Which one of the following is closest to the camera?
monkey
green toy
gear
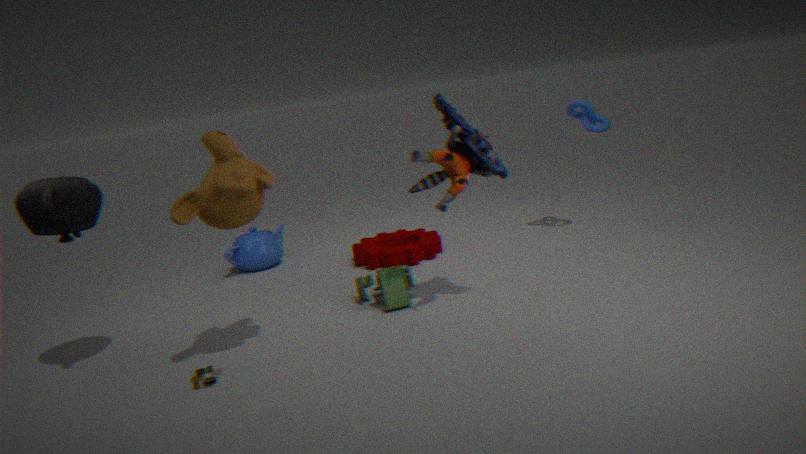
monkey
